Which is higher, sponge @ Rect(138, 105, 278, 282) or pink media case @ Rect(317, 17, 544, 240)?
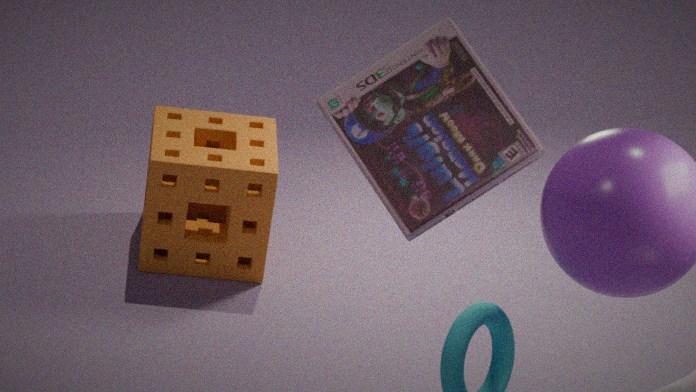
pink media case @ Rect(317, 17, 544, 240)
